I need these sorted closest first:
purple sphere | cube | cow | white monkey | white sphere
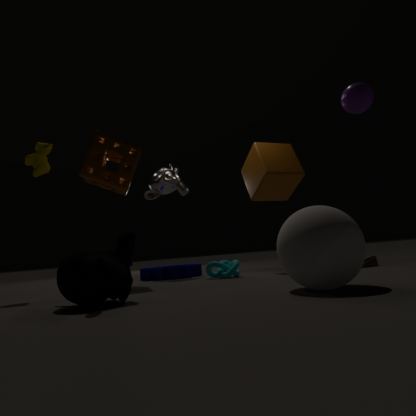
white sphere, purple sphere, cow, cube, white monkey
